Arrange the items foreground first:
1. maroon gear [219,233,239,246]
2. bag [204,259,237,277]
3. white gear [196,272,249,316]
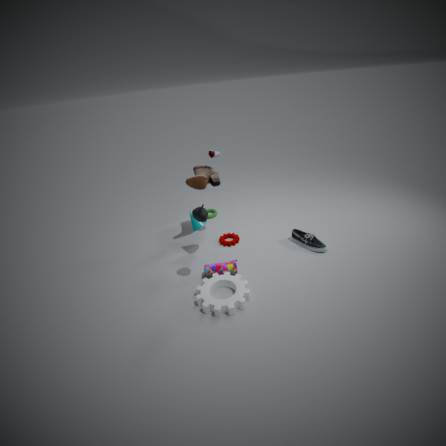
white gear [196,272,249,316] < bag [204,259,237,277] < maroon gear [219,233,239,246]
